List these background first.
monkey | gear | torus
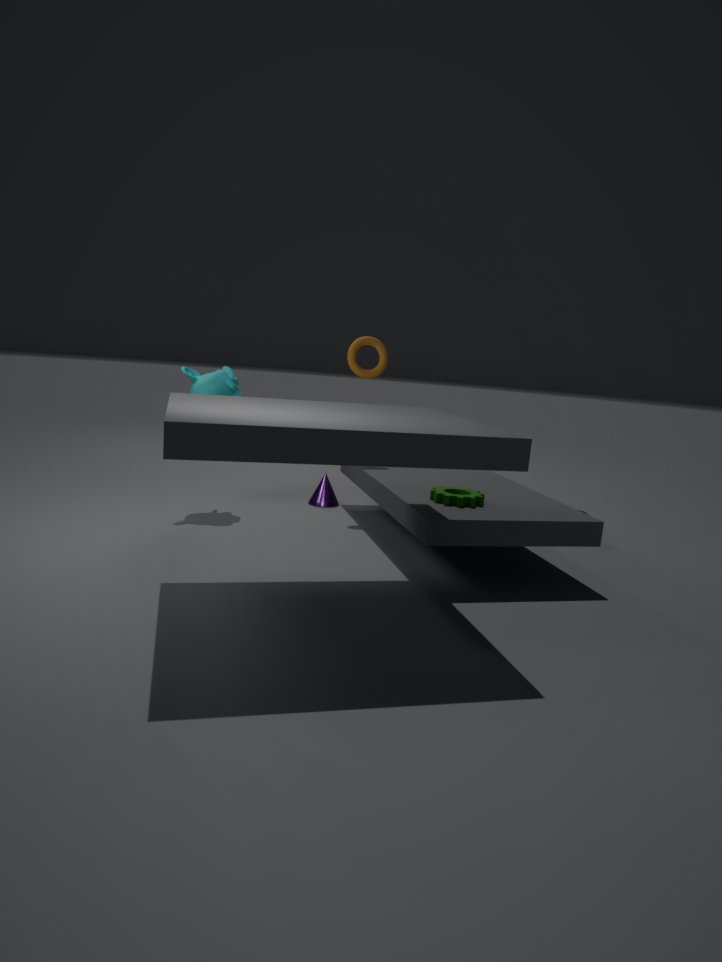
torus → monkey → gear
